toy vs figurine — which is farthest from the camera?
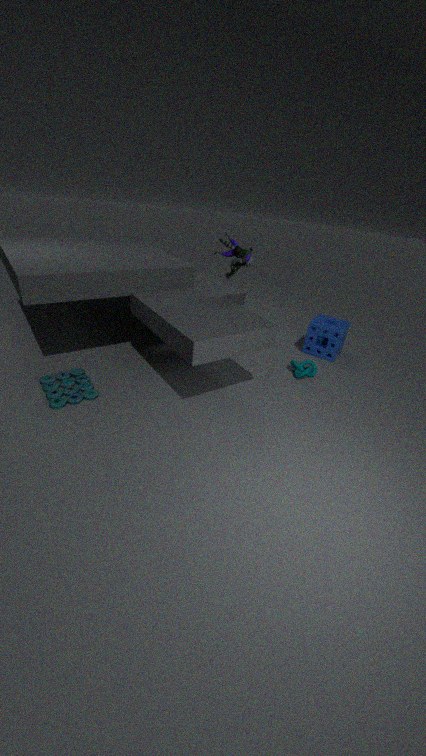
figurine
